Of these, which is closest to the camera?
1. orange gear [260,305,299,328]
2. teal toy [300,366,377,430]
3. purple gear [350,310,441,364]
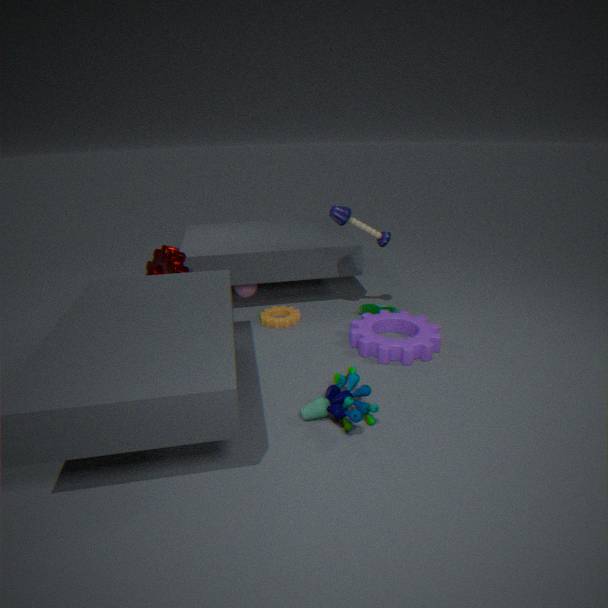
teal toy [300,366,377,430]
